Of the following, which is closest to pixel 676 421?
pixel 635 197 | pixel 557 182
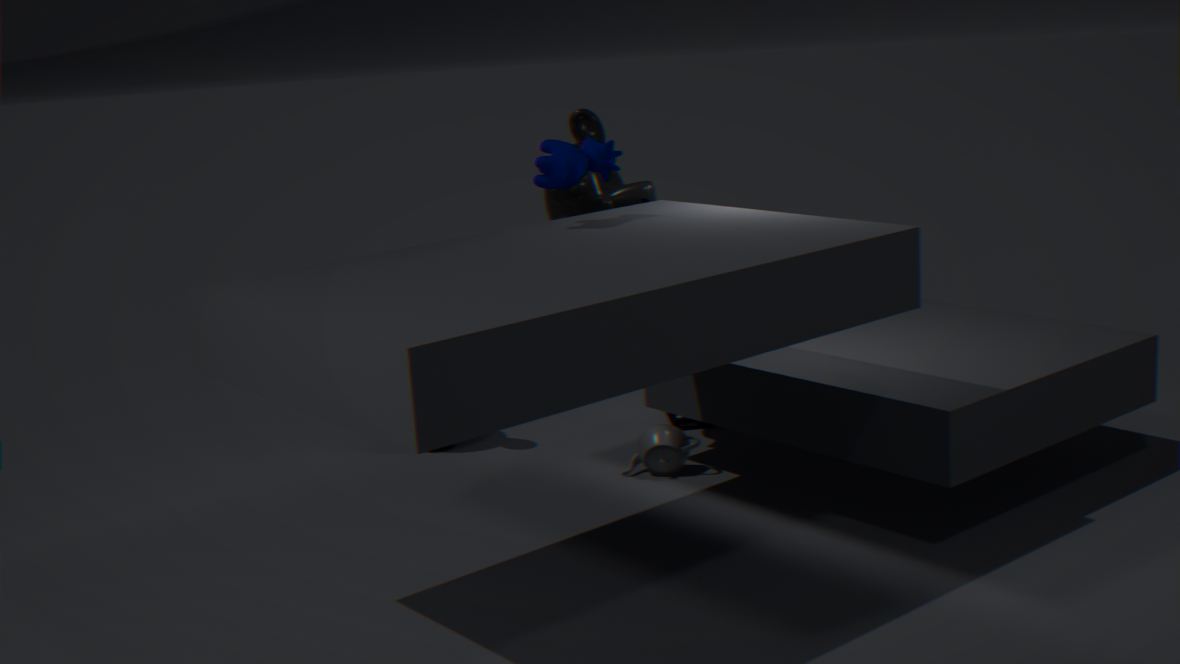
pixel 635 197
